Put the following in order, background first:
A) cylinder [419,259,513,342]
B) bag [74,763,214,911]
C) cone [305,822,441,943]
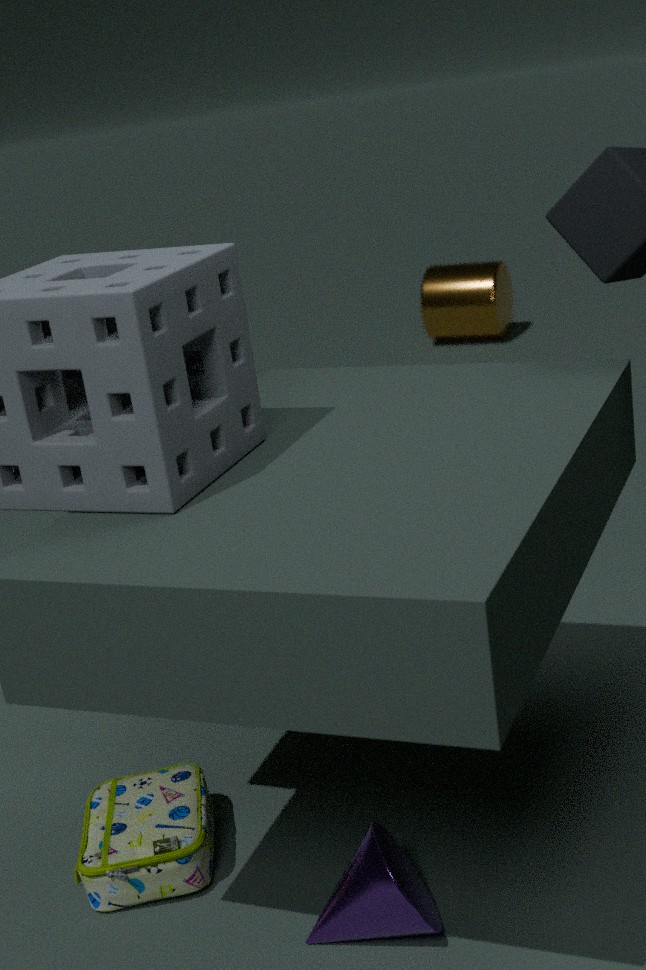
cylinder [419,259,513,342] → bag [74,763,214,911] → cone [305,822,441,943]
